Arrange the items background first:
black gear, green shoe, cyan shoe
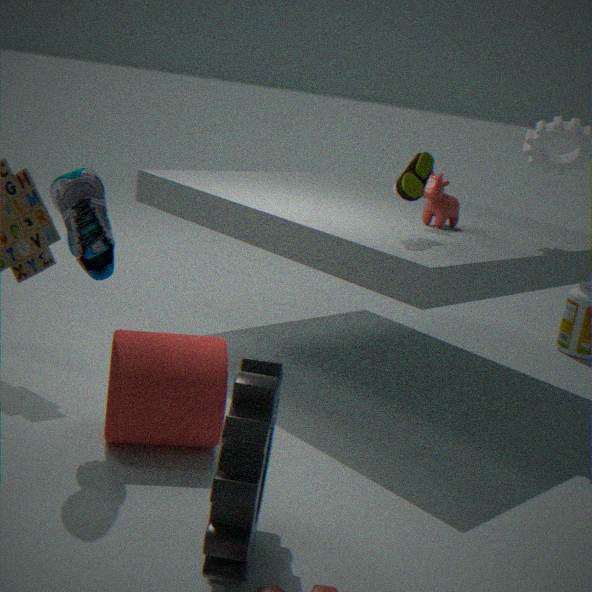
green shoe
cyan shoe
black gear
